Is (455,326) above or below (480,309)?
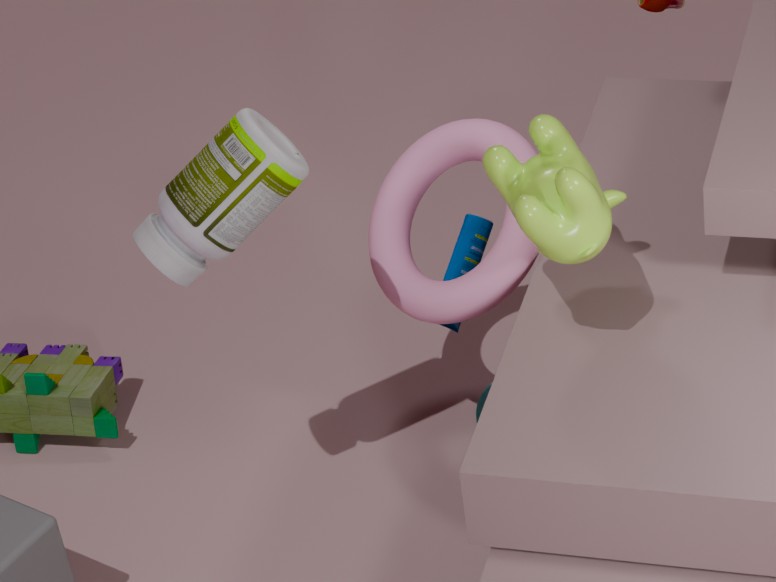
below
